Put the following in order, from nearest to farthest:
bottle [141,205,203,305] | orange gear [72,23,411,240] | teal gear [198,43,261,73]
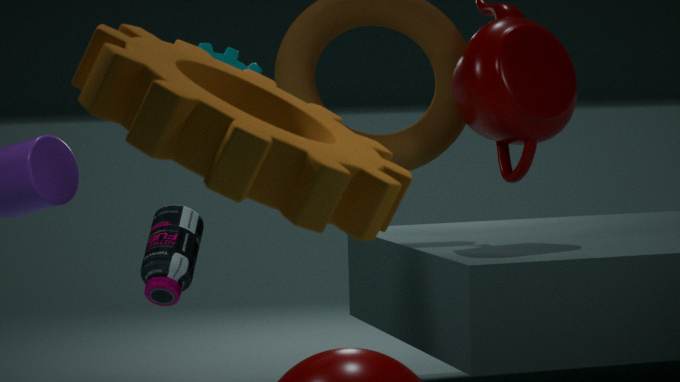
orange gear [72,23,411,240] → teal gear [198,43,261,73] → bottle [141,205,203,305]
